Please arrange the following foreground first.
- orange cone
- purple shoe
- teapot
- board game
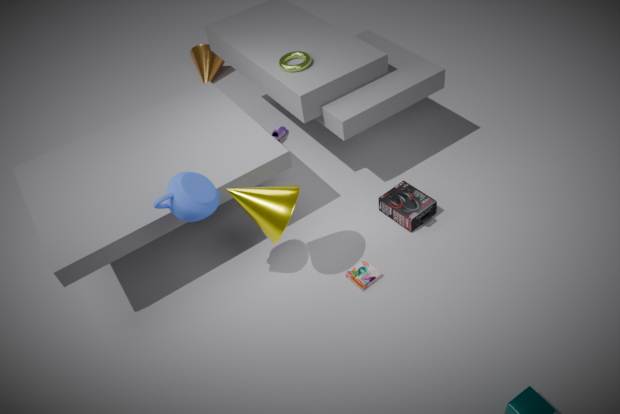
teapot, board game, purple shoe, orange cone
